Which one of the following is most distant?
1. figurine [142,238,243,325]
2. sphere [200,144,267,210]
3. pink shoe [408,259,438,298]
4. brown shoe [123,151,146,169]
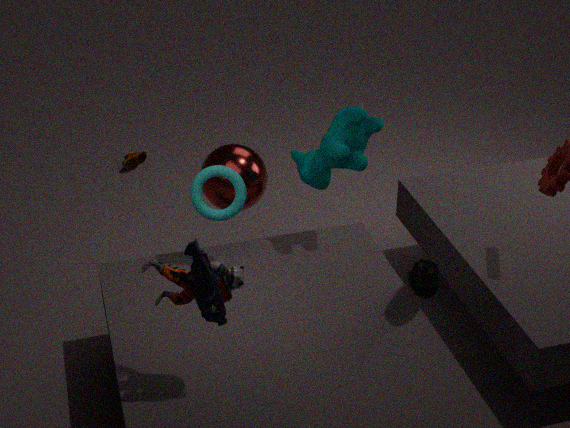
brown shoe [123,151,146,169]
